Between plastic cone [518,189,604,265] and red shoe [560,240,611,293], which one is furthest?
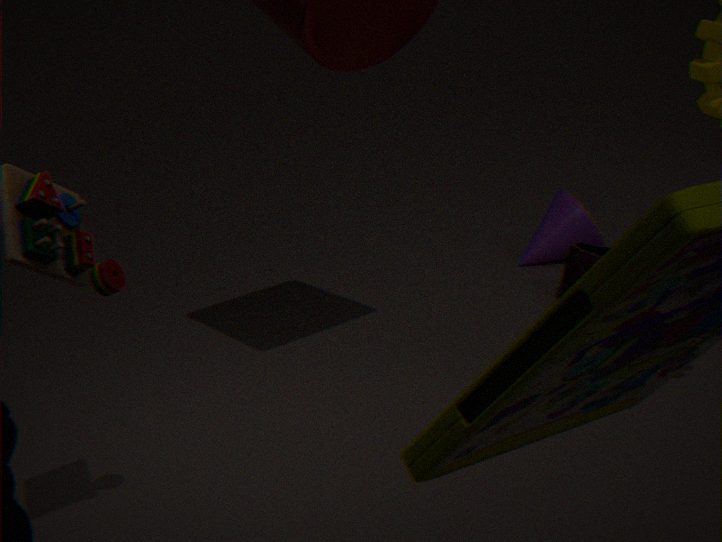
plastic cone [518,189,604,265]
